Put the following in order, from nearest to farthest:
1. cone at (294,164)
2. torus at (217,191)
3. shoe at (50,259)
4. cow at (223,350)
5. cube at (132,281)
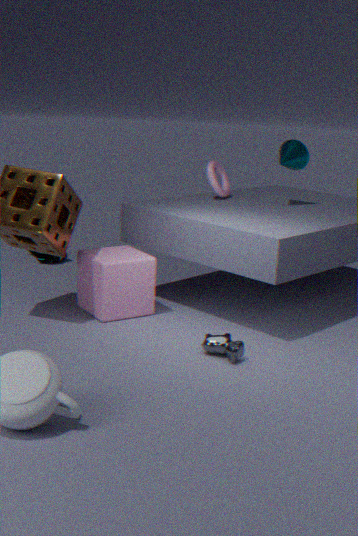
cow at (223,350) < cube at (132,281) < cone at (294,164) < torus at (217,191) < shoe at (50,259)
